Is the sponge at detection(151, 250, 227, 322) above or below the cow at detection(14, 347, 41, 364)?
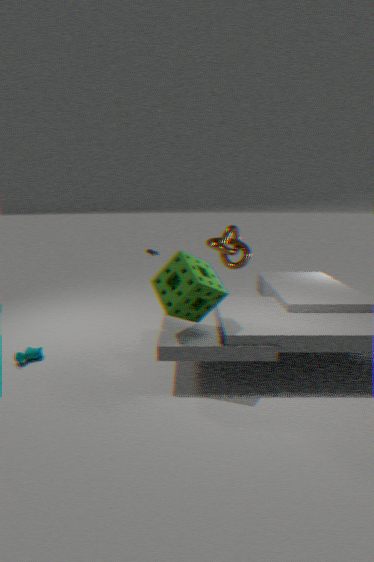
above
